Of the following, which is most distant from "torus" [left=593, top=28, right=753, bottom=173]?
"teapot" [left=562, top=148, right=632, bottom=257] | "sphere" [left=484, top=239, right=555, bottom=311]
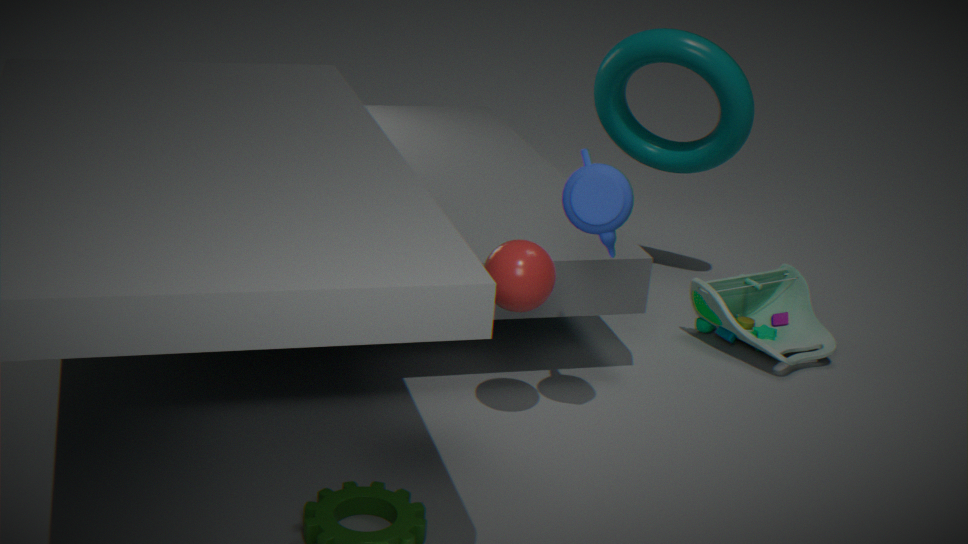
"sphere" [left=484, top=239, right=555, bottom=311]
